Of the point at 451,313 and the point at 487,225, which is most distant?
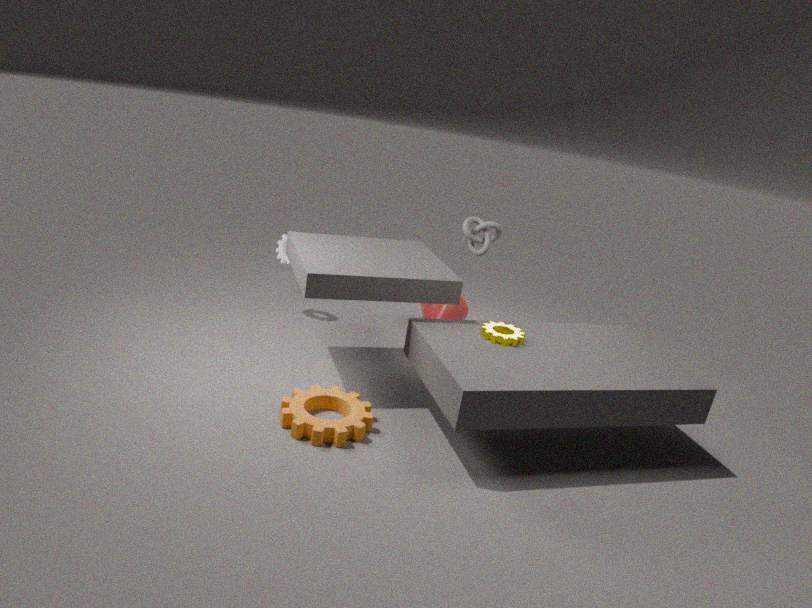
the point at 451,313
